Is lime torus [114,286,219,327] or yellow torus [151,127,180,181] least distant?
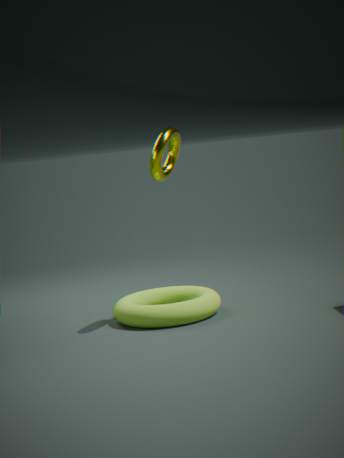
yellow torus [151,127,180,181]
